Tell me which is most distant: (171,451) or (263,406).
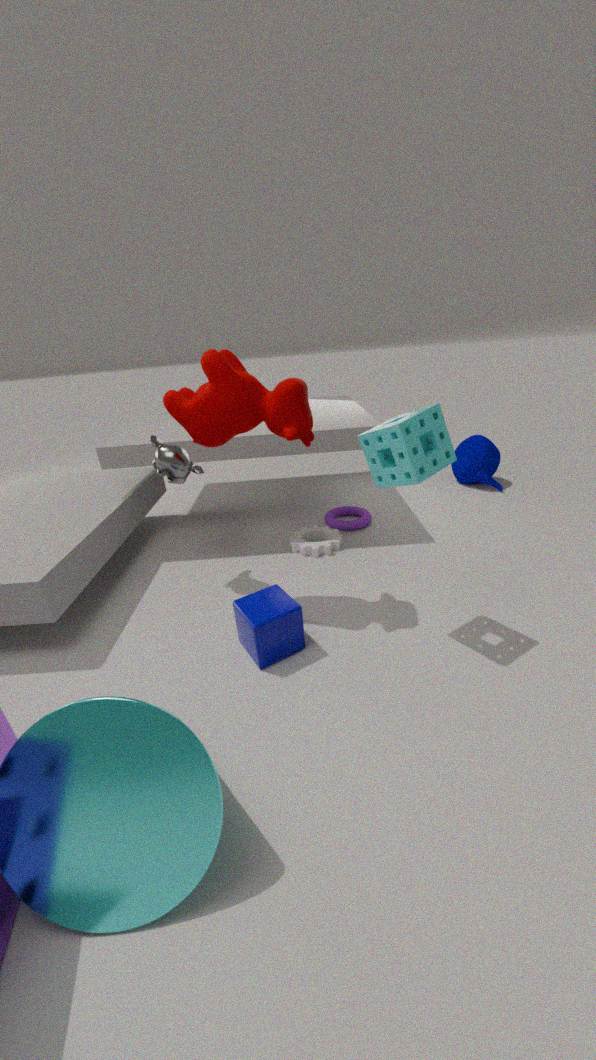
(171,451)
